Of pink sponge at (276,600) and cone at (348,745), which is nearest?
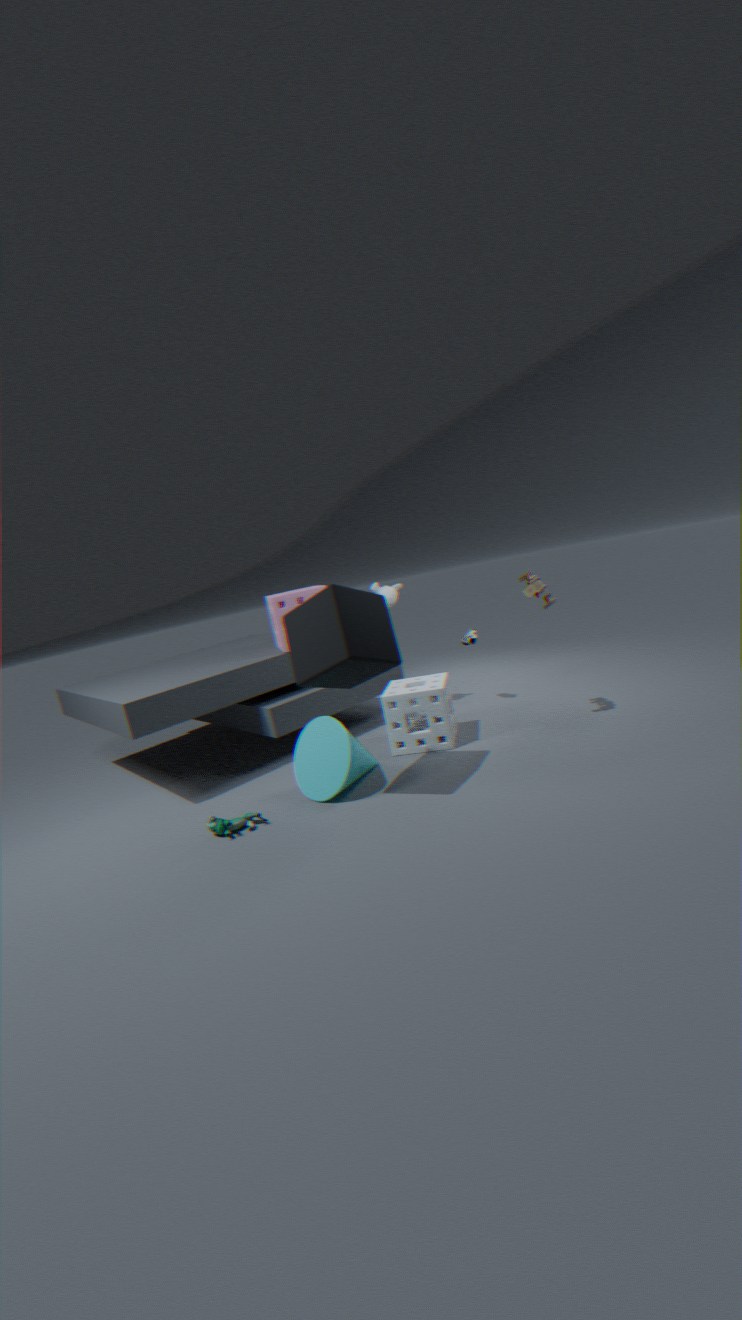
cone at (348,745)
